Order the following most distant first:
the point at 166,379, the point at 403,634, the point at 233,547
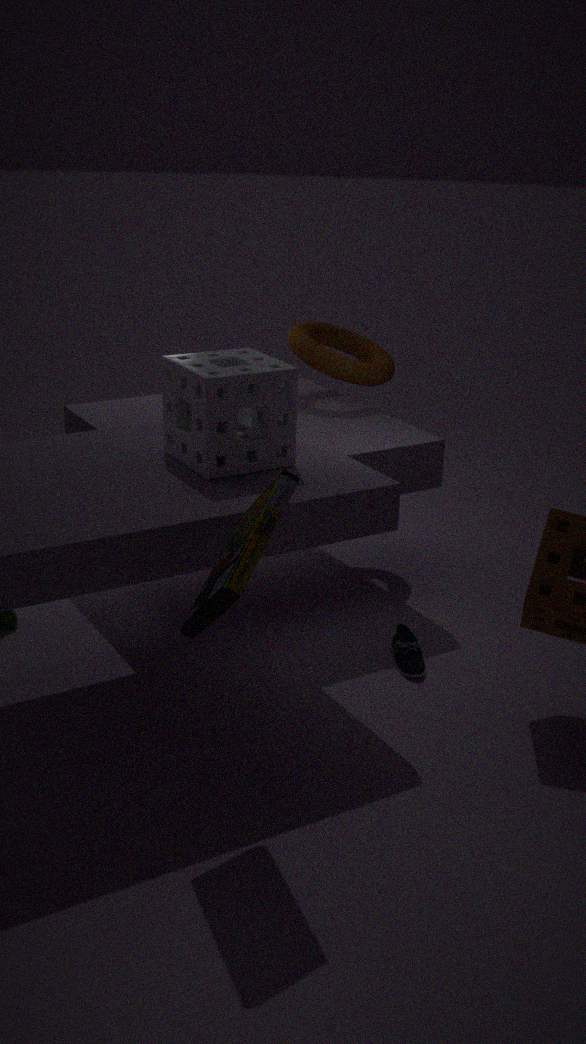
the point at 403,634 → the point at 166,379 → the point at 233,547
